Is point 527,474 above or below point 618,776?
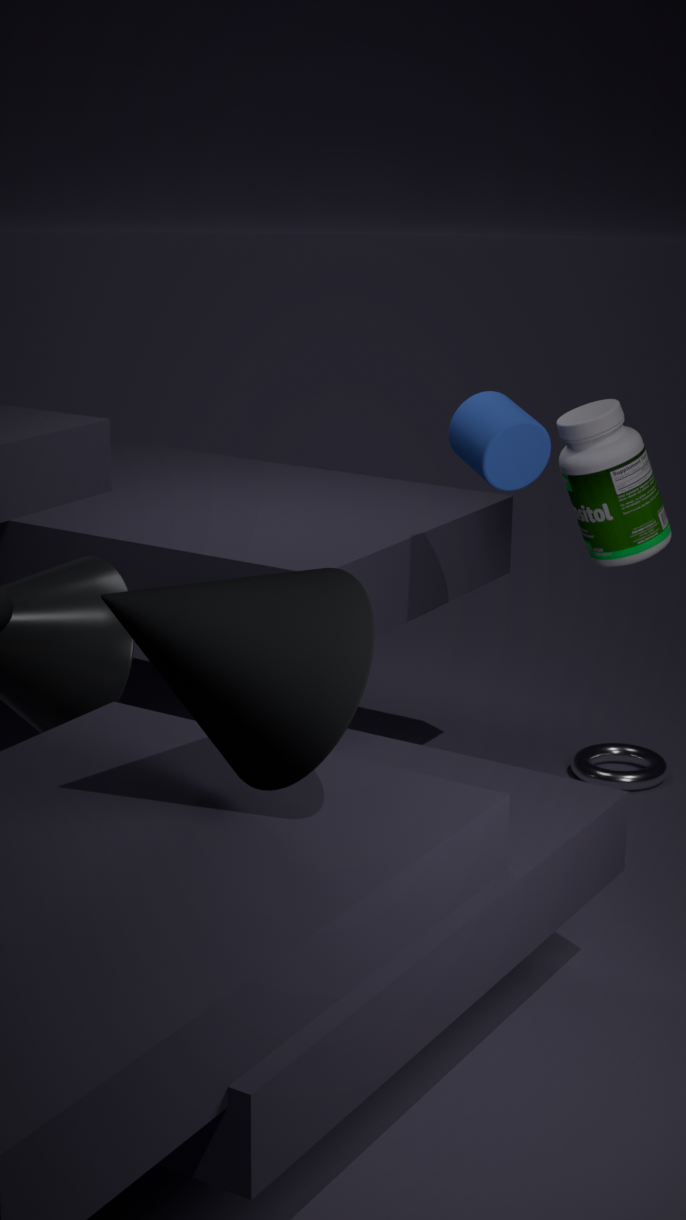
above
